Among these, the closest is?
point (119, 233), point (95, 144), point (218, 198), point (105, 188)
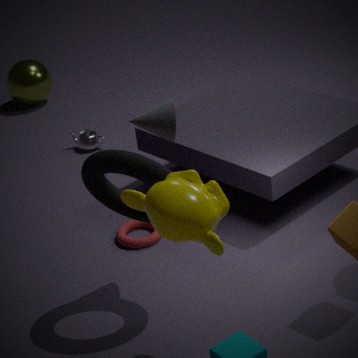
point (218, 198)
